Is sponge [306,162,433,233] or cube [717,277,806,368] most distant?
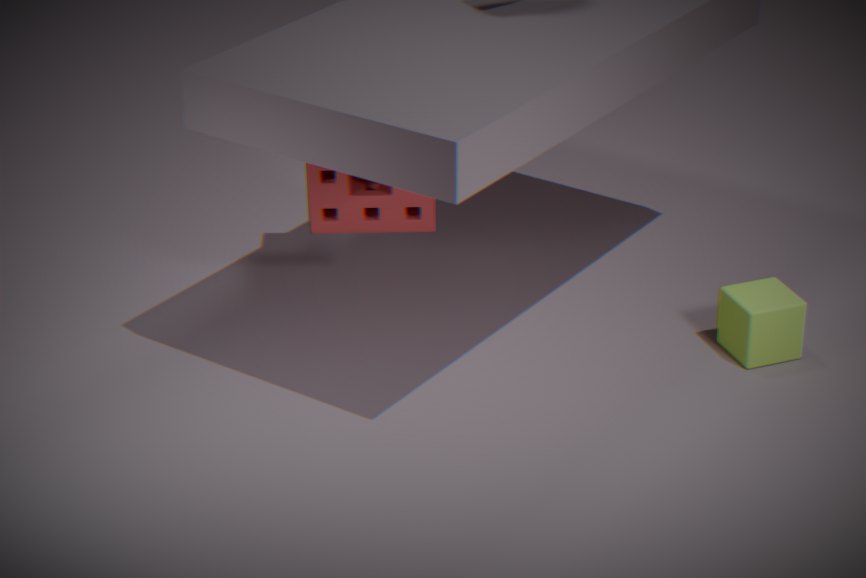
sponge [306,162,433,233]
